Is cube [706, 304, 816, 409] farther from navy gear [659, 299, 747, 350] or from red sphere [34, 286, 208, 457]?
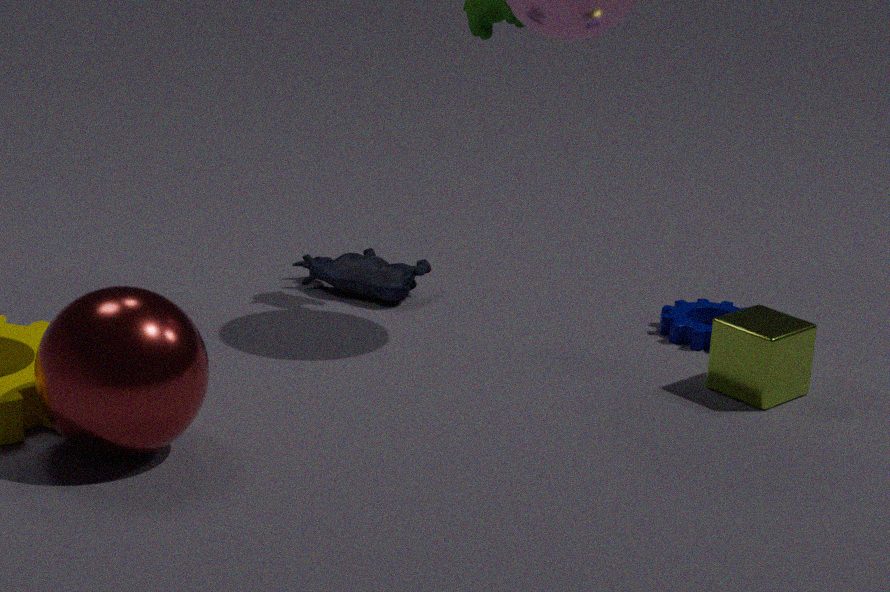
red sphere [34, 286, 208, 457]
